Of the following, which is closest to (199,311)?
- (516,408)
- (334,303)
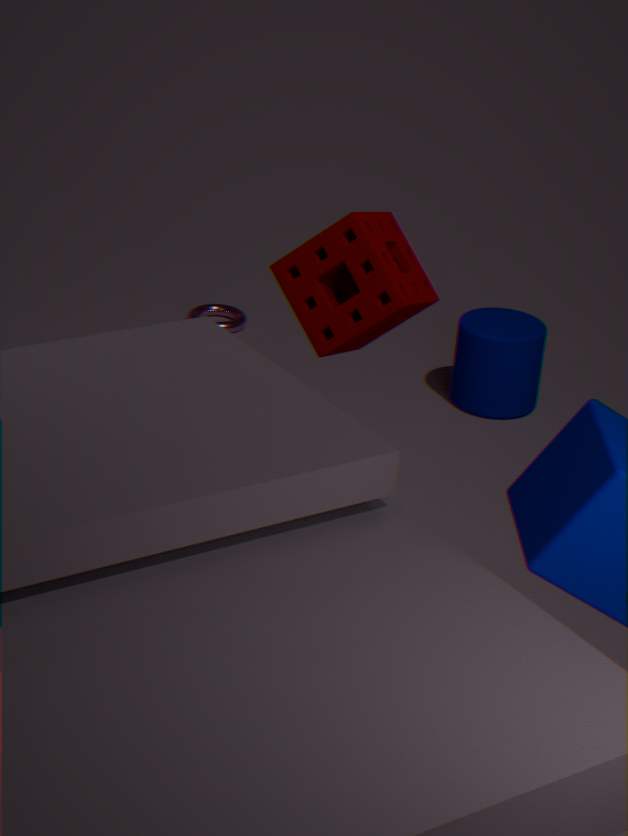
(516,408)
